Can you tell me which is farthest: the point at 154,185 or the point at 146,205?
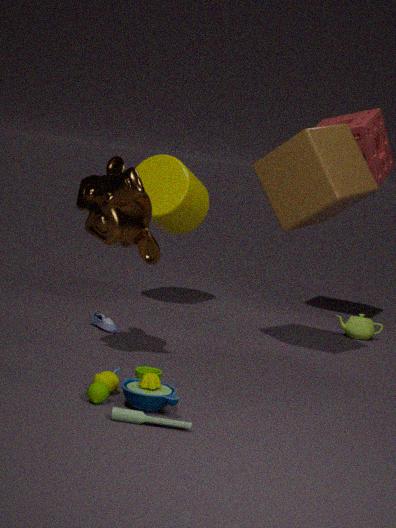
the point at 154,185
